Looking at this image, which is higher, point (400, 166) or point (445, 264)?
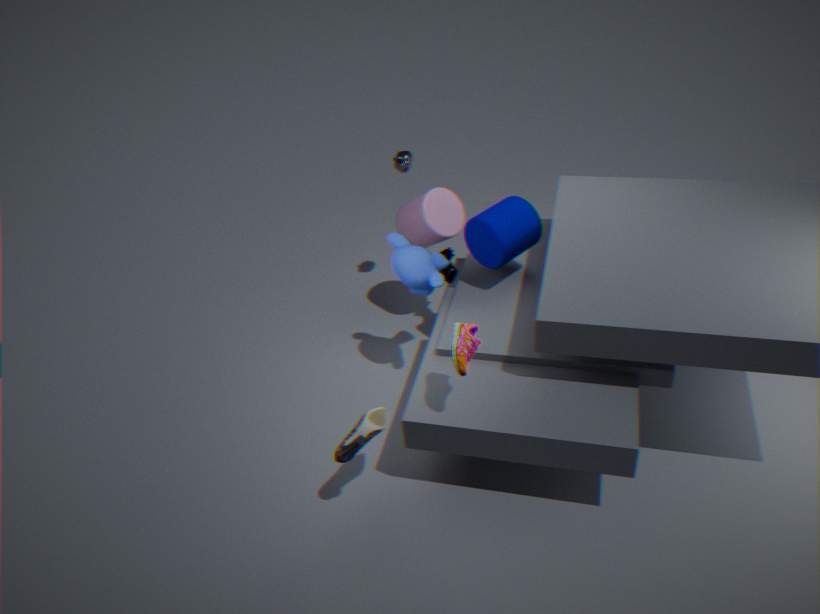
point (400, 166)
